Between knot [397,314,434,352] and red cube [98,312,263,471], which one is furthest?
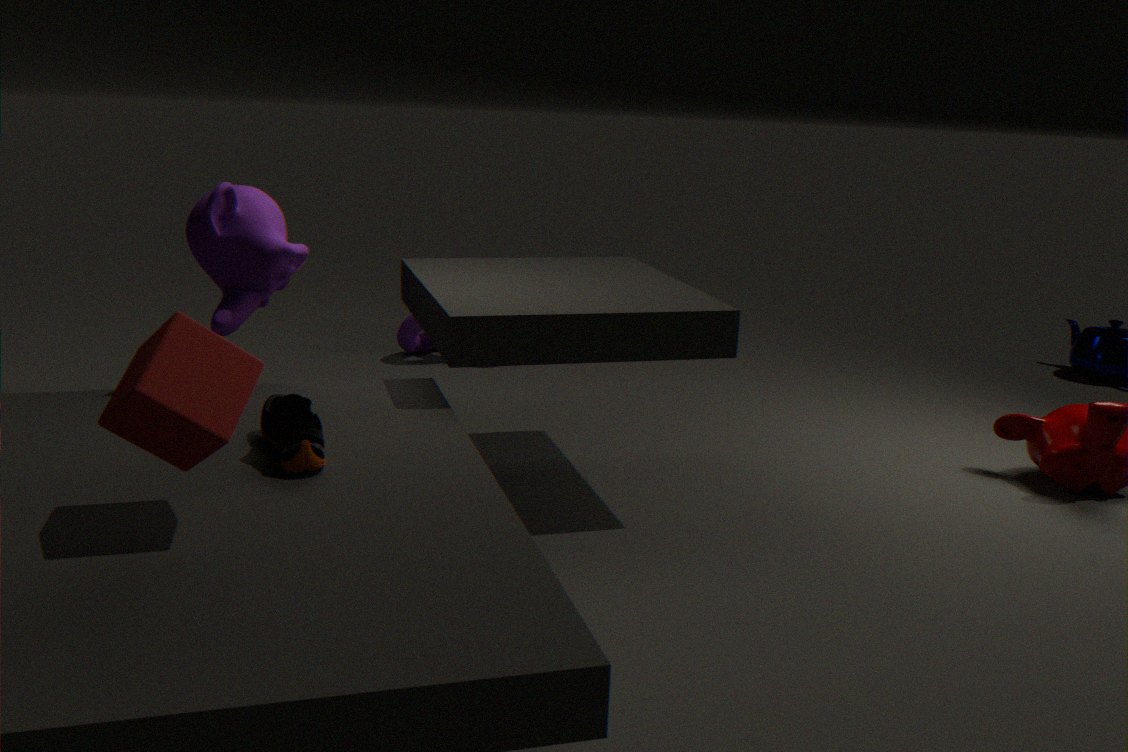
knot [397,314,434,352]
